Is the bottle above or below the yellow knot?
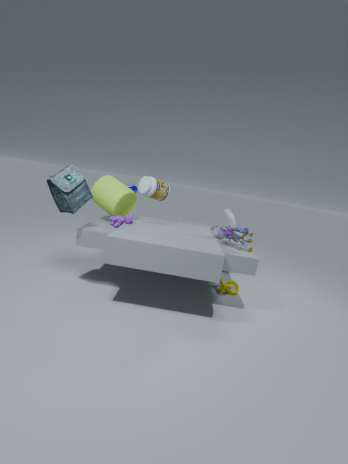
above
